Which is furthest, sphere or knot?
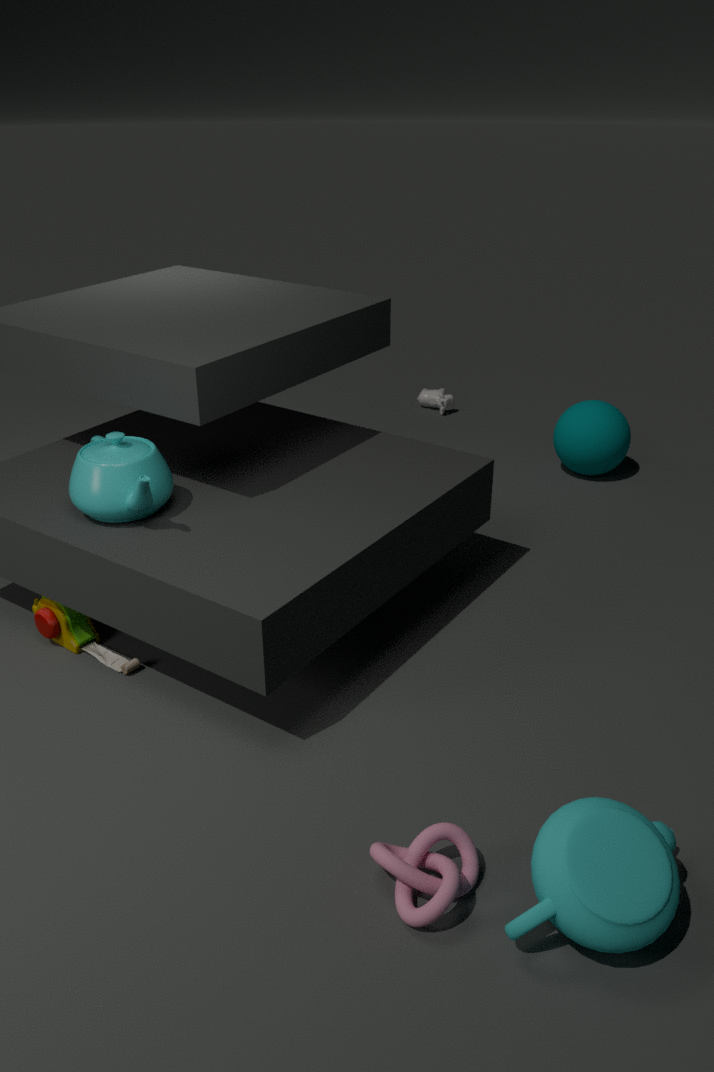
sphere
